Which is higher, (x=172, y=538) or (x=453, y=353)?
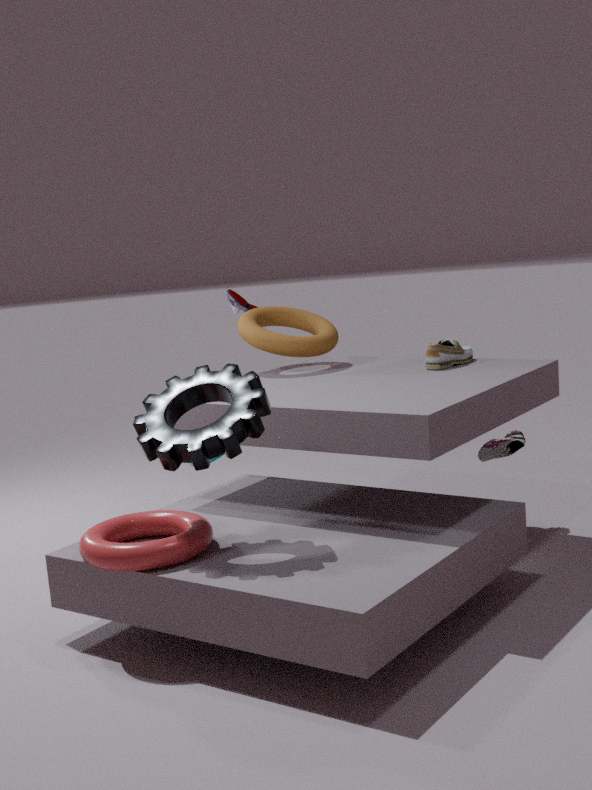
(x=453, y=353)
